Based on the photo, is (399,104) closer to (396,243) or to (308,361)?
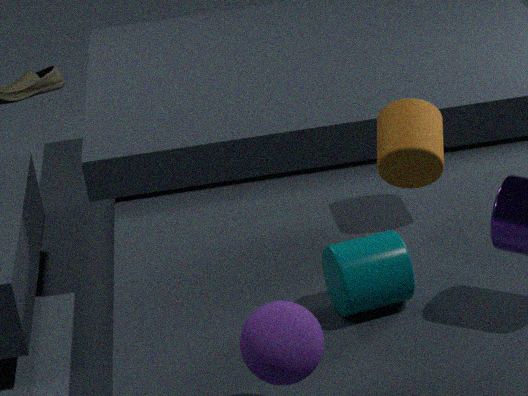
(396,243)
